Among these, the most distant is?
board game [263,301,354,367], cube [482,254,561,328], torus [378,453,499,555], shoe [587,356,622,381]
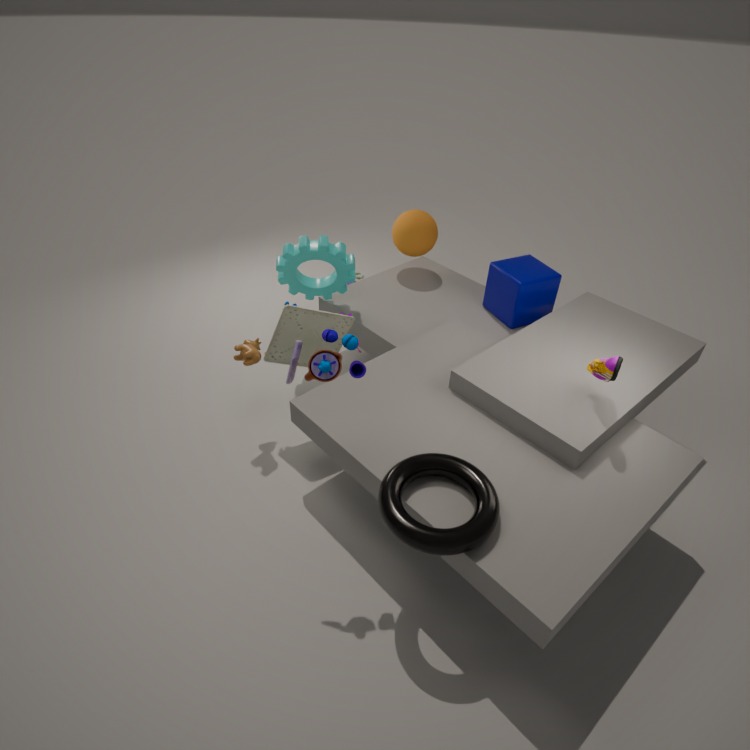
cube [482,254,561,328]
